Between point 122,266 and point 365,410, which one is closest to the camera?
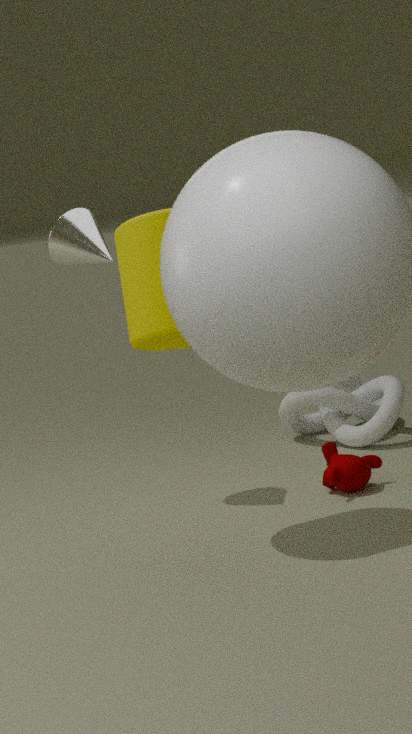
point 122,266
